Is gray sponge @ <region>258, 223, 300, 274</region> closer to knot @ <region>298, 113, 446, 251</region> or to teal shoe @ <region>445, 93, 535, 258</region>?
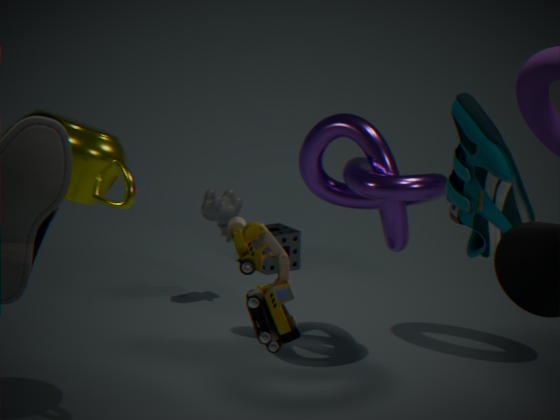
knot @ <region>298, 113, 446, 251</region>
